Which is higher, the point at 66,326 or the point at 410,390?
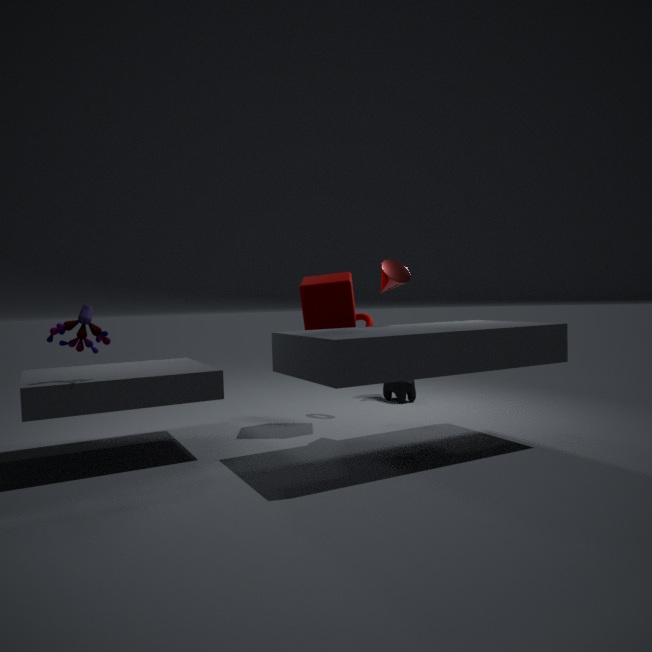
the point at 66,326
